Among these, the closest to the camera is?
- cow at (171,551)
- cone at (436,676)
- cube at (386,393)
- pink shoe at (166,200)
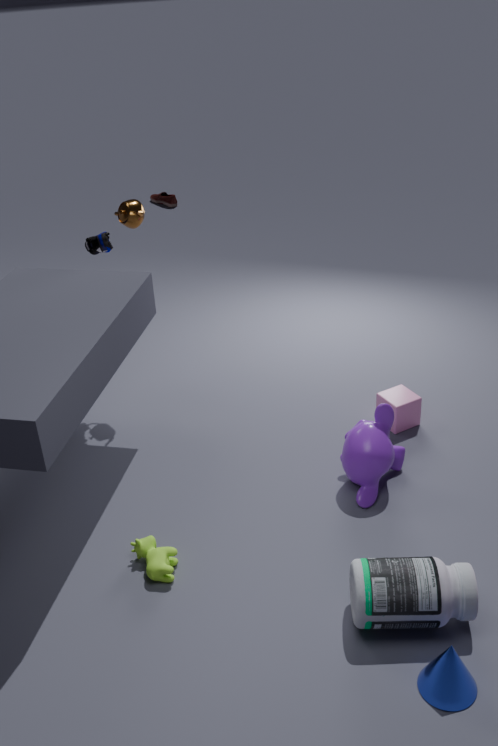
cone at (436,676)
